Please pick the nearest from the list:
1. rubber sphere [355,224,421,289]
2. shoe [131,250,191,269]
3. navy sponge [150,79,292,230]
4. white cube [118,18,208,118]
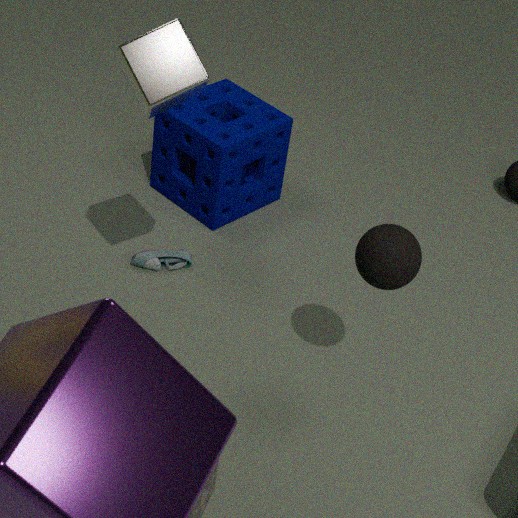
white cube [118,18,208,118]
